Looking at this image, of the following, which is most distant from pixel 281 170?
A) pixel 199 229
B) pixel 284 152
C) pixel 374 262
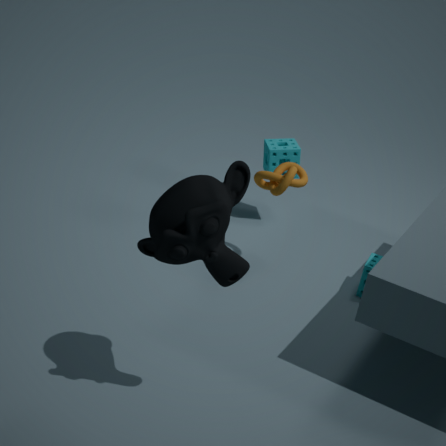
pixel 199 229
